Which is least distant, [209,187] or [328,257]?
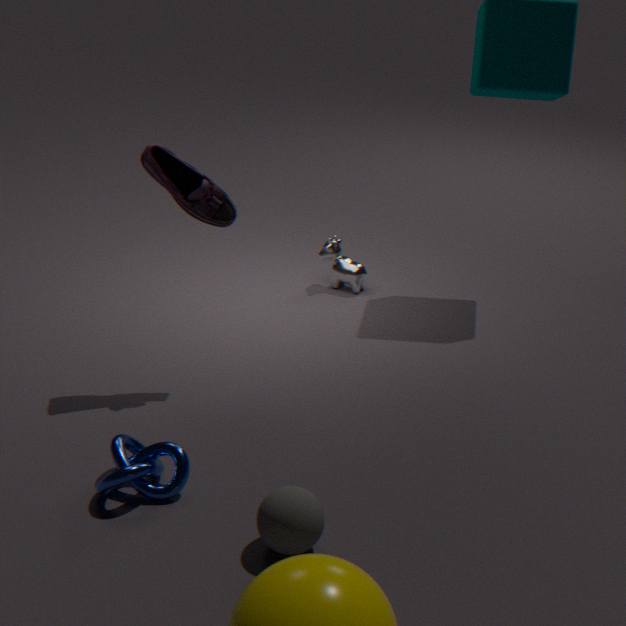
[209,187]
